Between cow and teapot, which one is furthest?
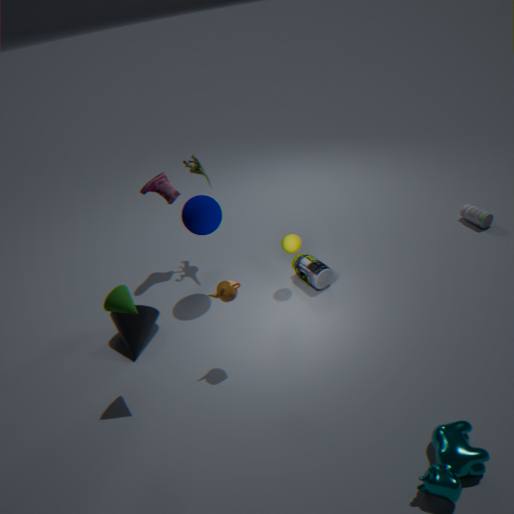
teapot
